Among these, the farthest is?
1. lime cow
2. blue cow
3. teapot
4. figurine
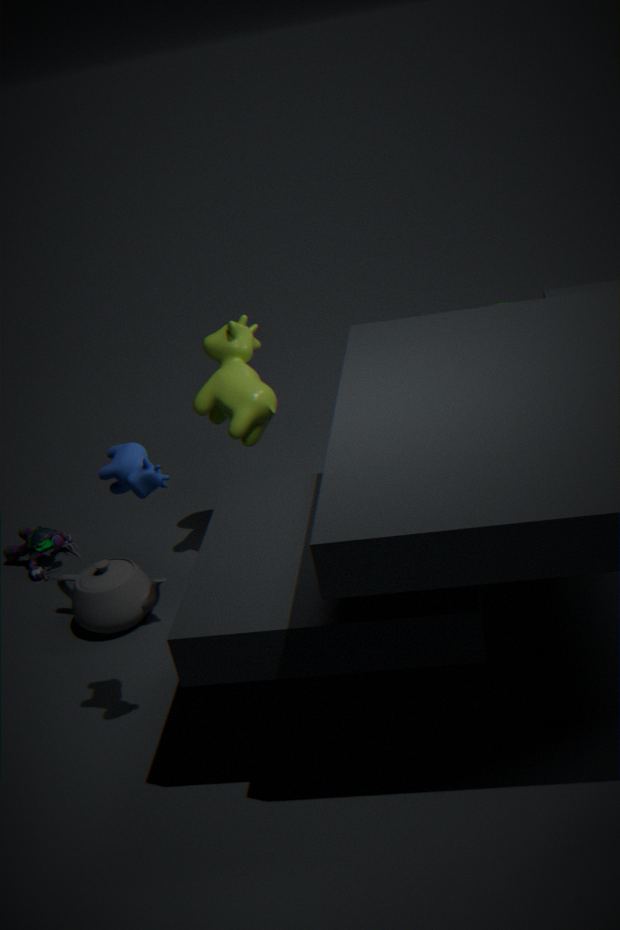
figurine
